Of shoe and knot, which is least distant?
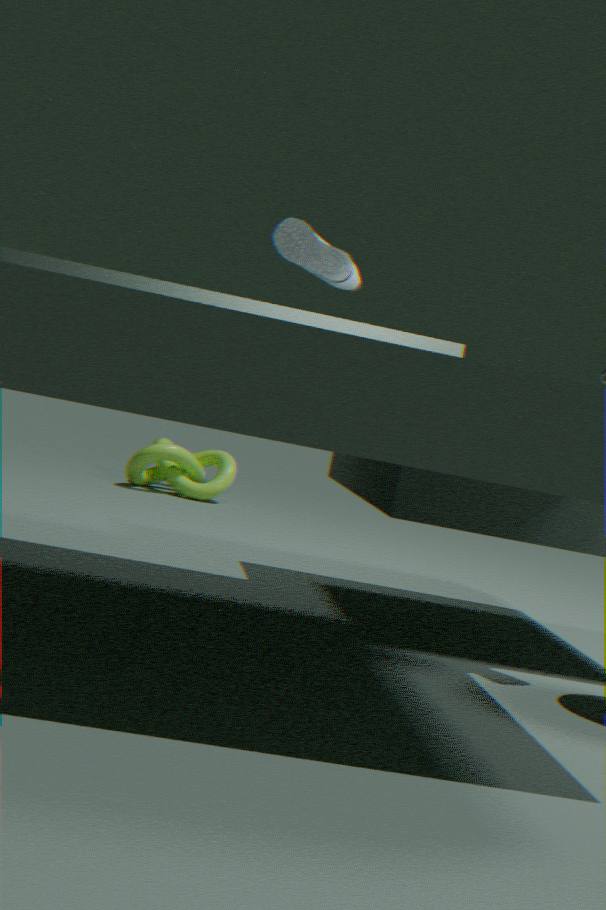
shoe
